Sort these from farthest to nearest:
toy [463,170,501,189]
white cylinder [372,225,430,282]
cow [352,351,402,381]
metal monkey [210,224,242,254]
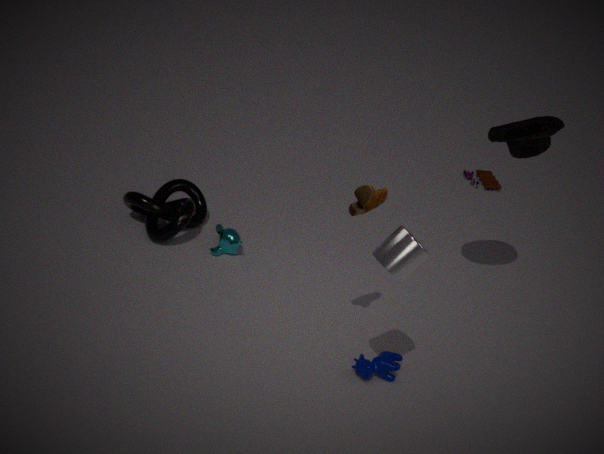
toy [463,170,501,189]
metal monkey [210,224,242,254]
cow [352,351,402,381]
white cylinder [372,225,430,282]
